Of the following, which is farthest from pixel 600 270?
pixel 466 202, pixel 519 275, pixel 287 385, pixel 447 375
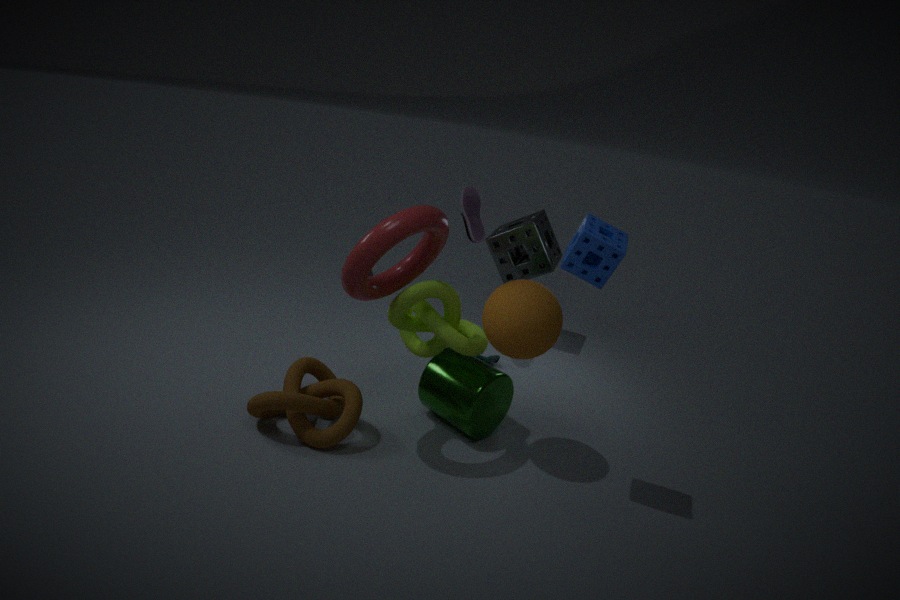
pixel 519 275
